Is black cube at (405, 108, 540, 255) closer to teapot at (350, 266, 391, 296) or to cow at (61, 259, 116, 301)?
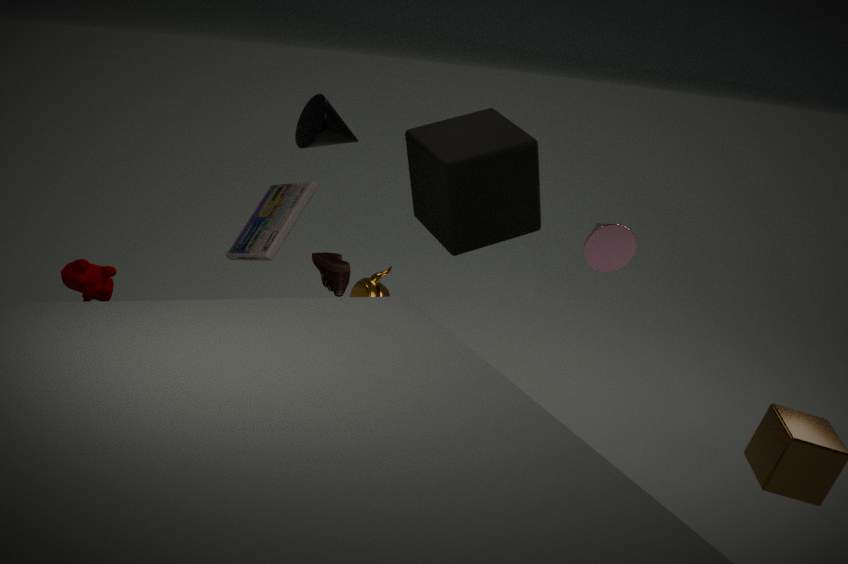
teapot at (350, 266, 391, 296)
